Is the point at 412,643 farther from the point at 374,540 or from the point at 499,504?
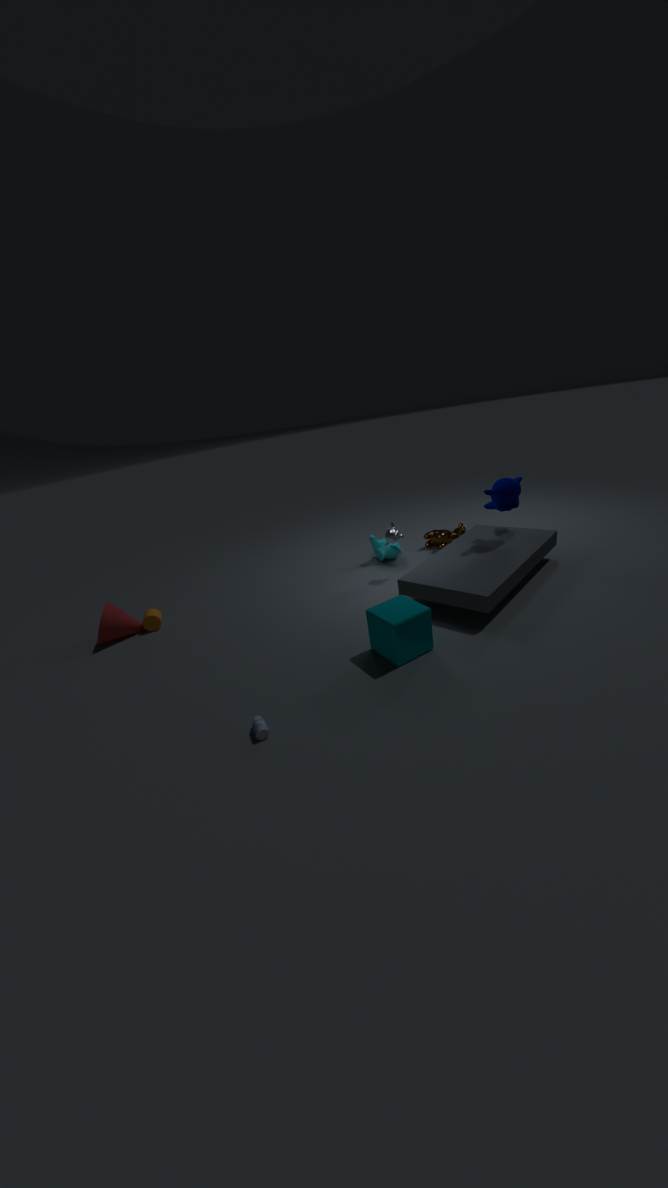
the point at 374,540
